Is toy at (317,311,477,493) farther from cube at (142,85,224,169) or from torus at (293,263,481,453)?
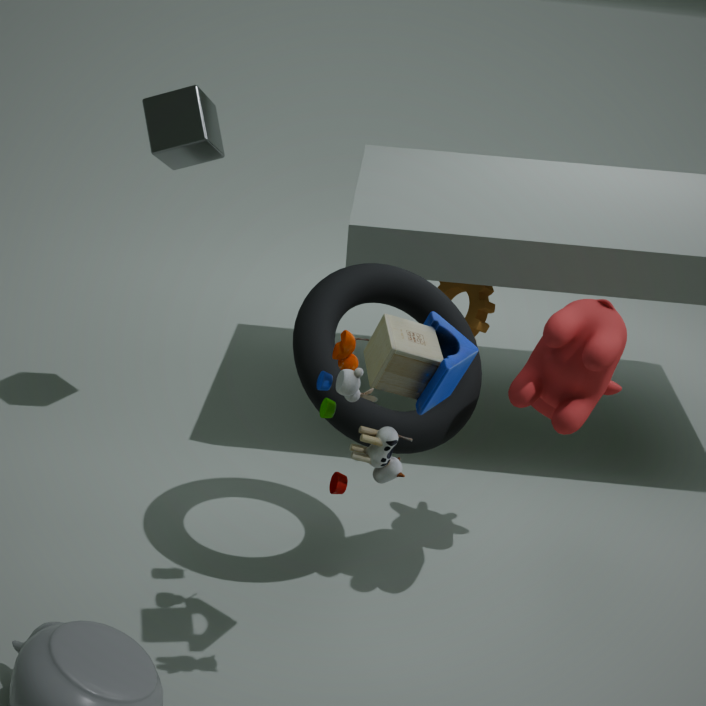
cube at (142,85,224,169)
